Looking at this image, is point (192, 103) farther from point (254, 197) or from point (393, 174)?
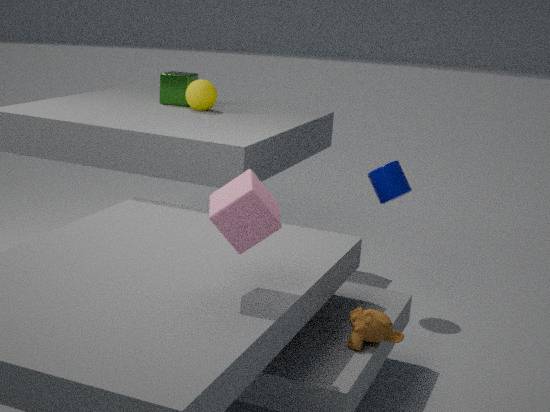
point (254, 197)
